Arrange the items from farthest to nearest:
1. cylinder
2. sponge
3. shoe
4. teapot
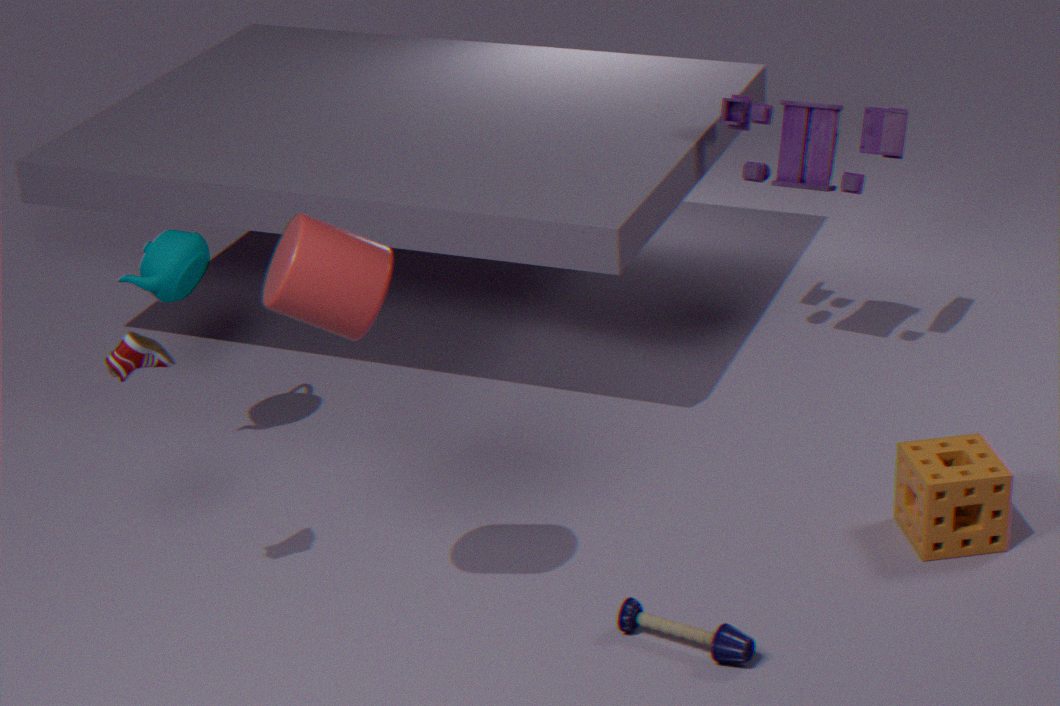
teapot → sponge → shoe → cylinder
